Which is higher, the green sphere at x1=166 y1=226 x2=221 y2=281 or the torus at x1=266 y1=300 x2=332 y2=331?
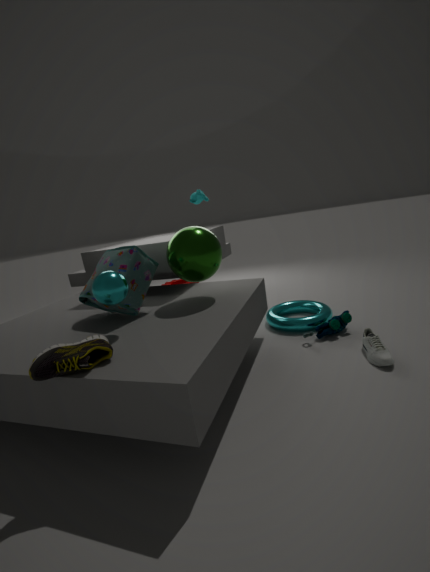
the green sphere at x1=166 y1=226 x2=221 y2=281
